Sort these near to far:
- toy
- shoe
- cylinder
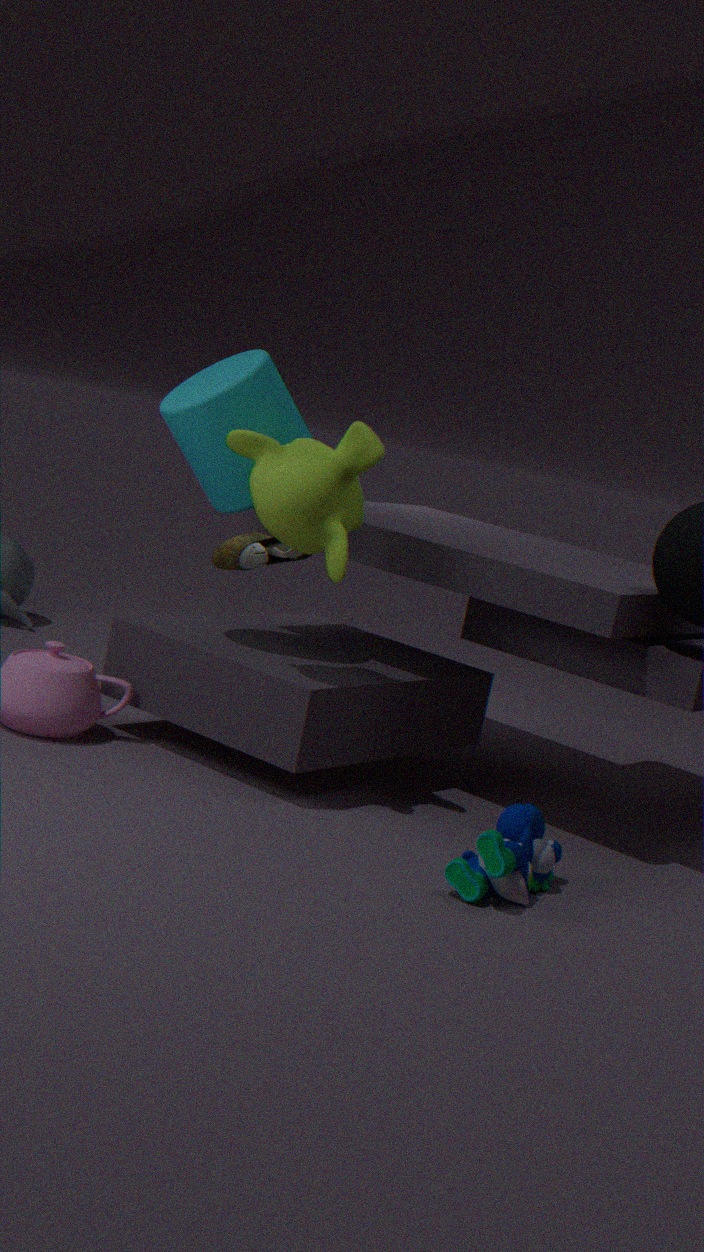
toy
cylinder
shoe
